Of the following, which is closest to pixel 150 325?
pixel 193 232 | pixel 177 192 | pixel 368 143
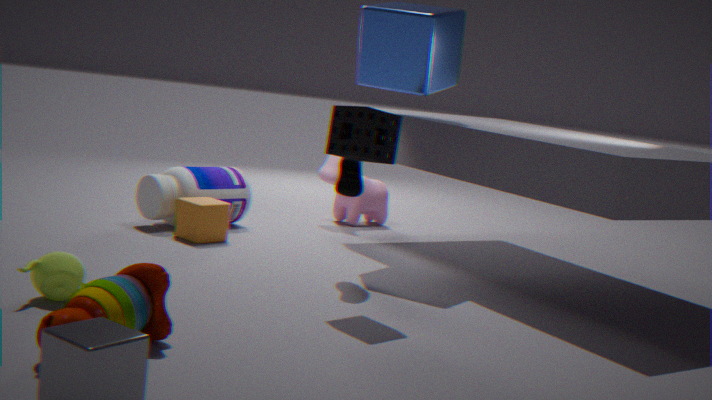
pixel 368 143
